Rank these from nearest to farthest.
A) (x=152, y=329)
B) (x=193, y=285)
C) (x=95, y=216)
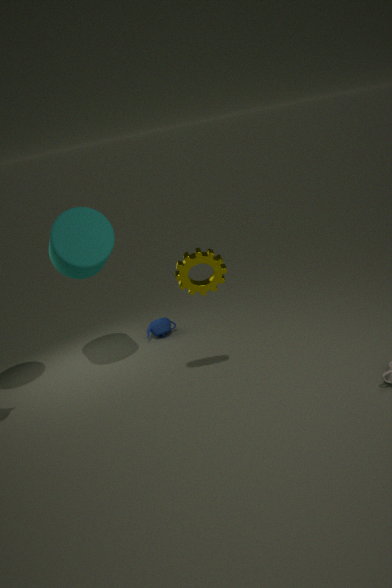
(x=193, y=285), (x=95, y=216), (x=152, y=329)
